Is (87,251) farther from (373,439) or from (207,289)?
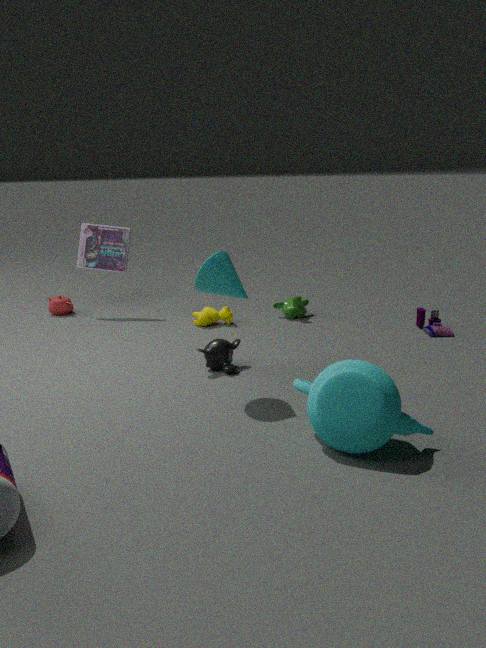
(373,439)
